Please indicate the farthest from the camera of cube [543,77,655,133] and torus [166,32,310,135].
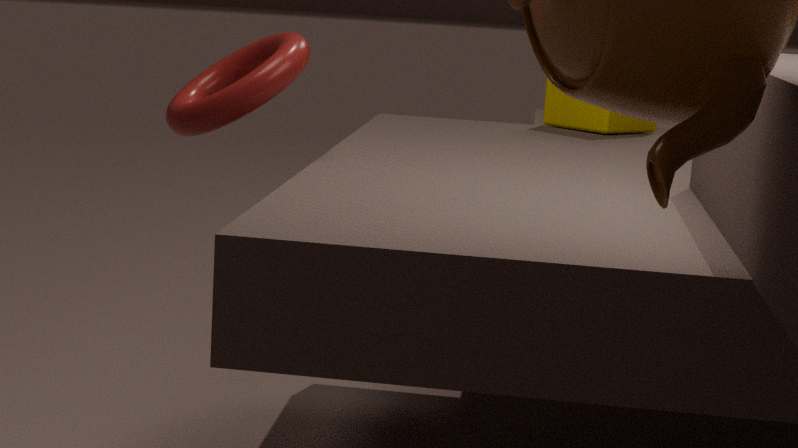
cube [543,77,655,133]
